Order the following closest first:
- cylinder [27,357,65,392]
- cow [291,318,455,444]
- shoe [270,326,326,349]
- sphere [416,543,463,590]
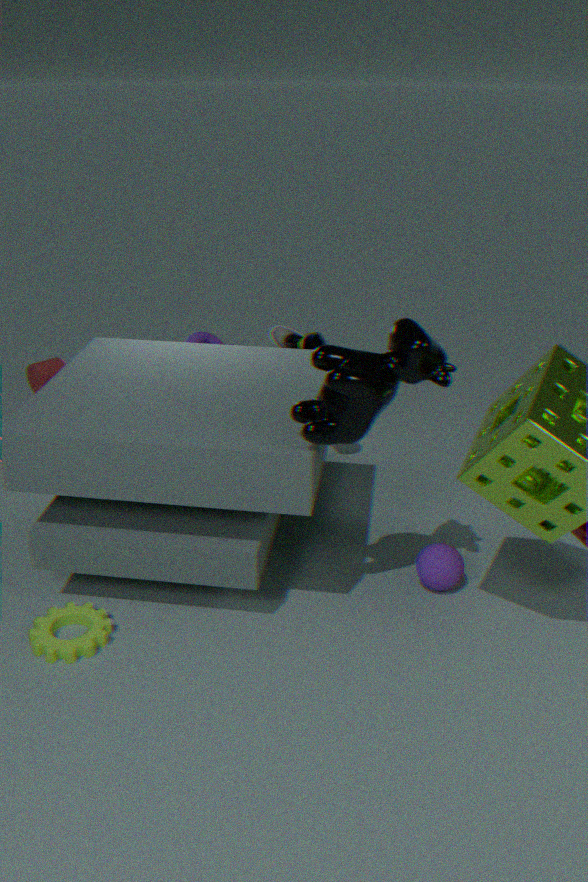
cow [291,318,455,444], sphere [416,543,463,590], shoe [270,326,326,349], cylinder [27,357,65,392]
